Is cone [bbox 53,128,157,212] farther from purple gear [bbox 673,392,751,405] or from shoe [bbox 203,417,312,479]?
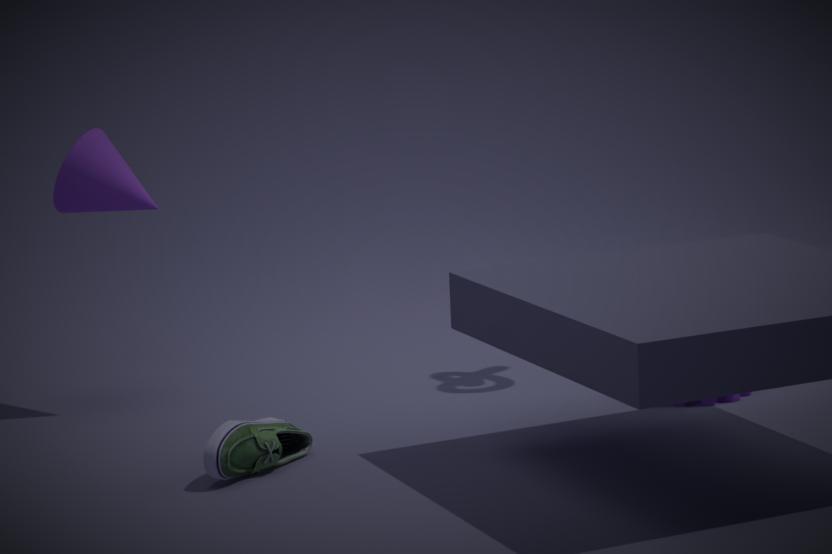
purple gear [bbox 673,392,751,405]
